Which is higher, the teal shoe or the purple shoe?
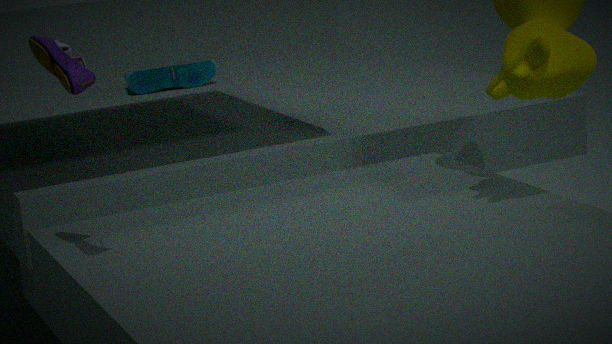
the purple shoe
